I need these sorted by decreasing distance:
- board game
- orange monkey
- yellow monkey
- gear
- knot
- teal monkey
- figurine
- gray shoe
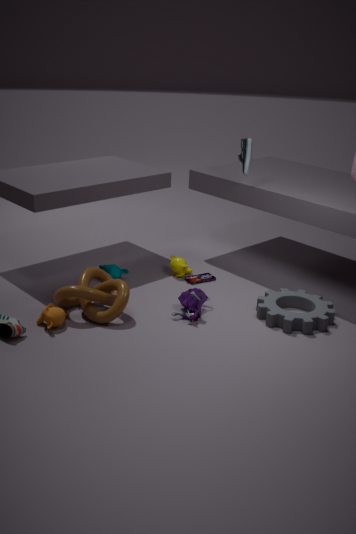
yellow monkey → board game → teal monkey → gray shoe → figurine → gear → knot → orange monkey
